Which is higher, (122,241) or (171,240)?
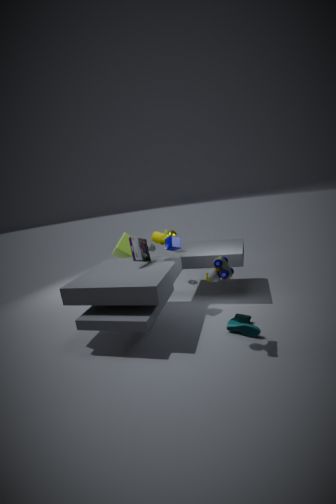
(171,240)
